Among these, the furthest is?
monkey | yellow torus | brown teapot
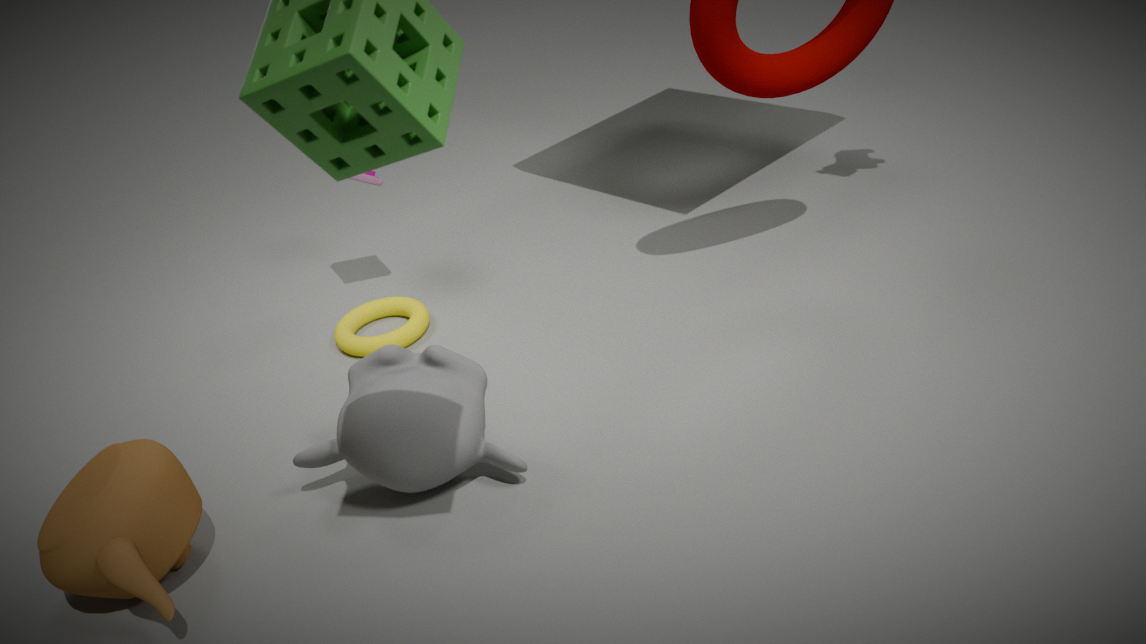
yellow torus
